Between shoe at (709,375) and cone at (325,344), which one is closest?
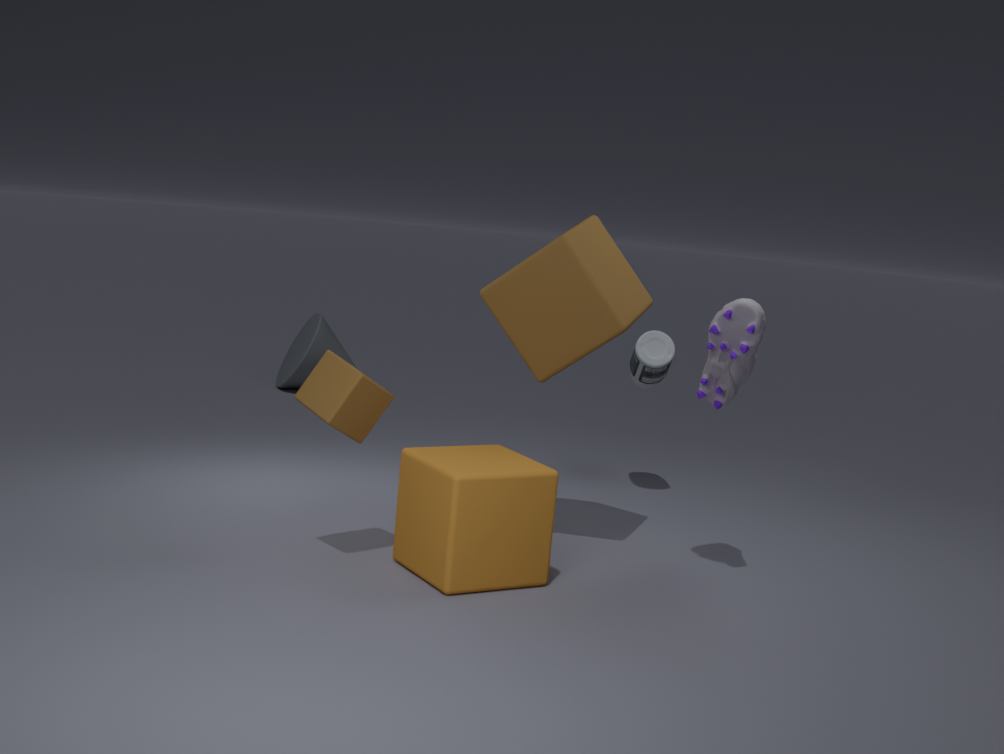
shoe at (709,375)
